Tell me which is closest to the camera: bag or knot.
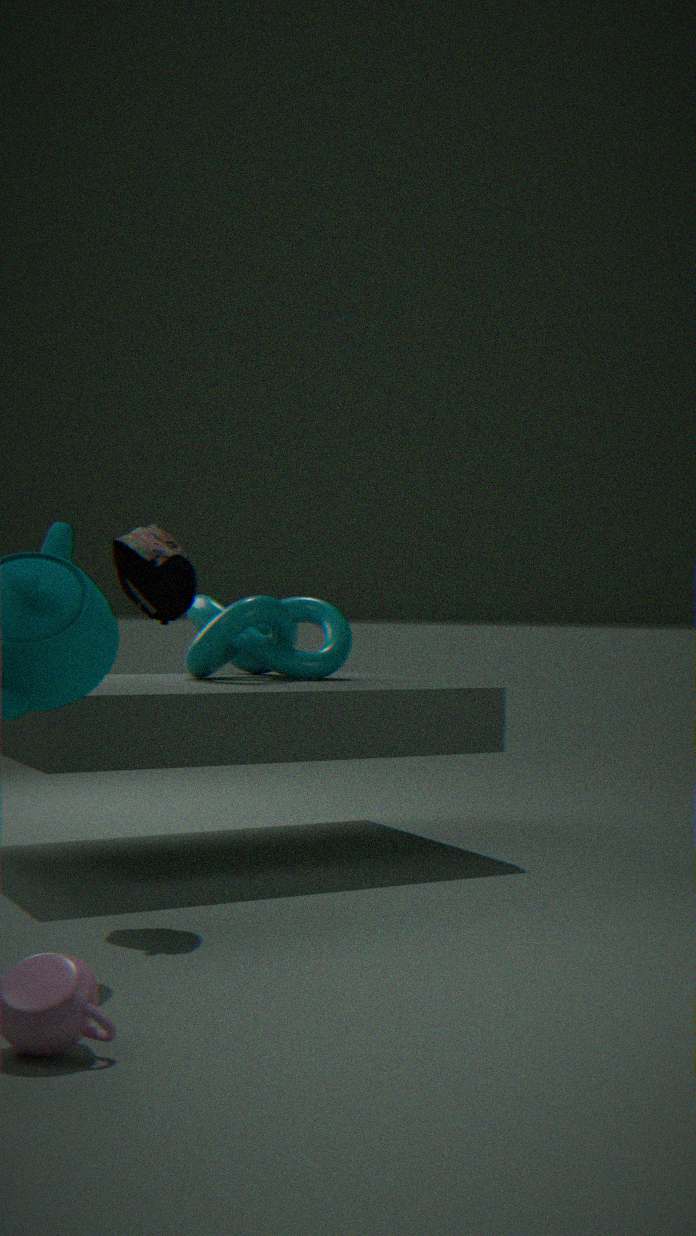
bag
